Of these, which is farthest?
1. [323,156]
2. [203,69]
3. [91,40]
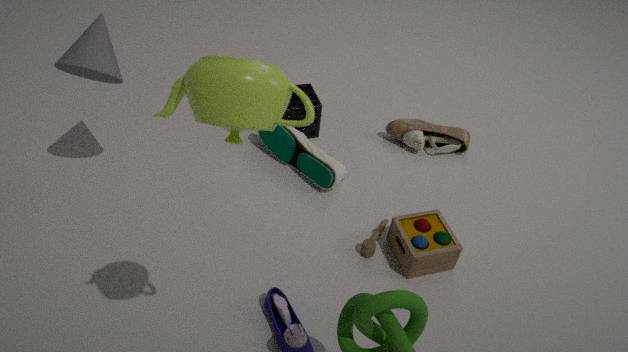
[323,156]
